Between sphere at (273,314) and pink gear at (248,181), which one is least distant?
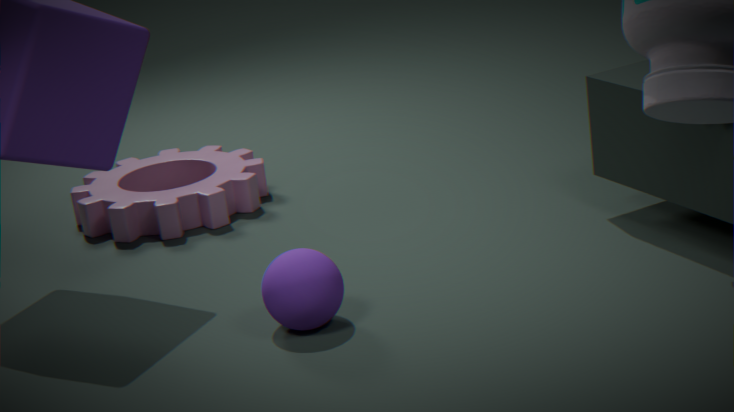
sphere at (273,314)
